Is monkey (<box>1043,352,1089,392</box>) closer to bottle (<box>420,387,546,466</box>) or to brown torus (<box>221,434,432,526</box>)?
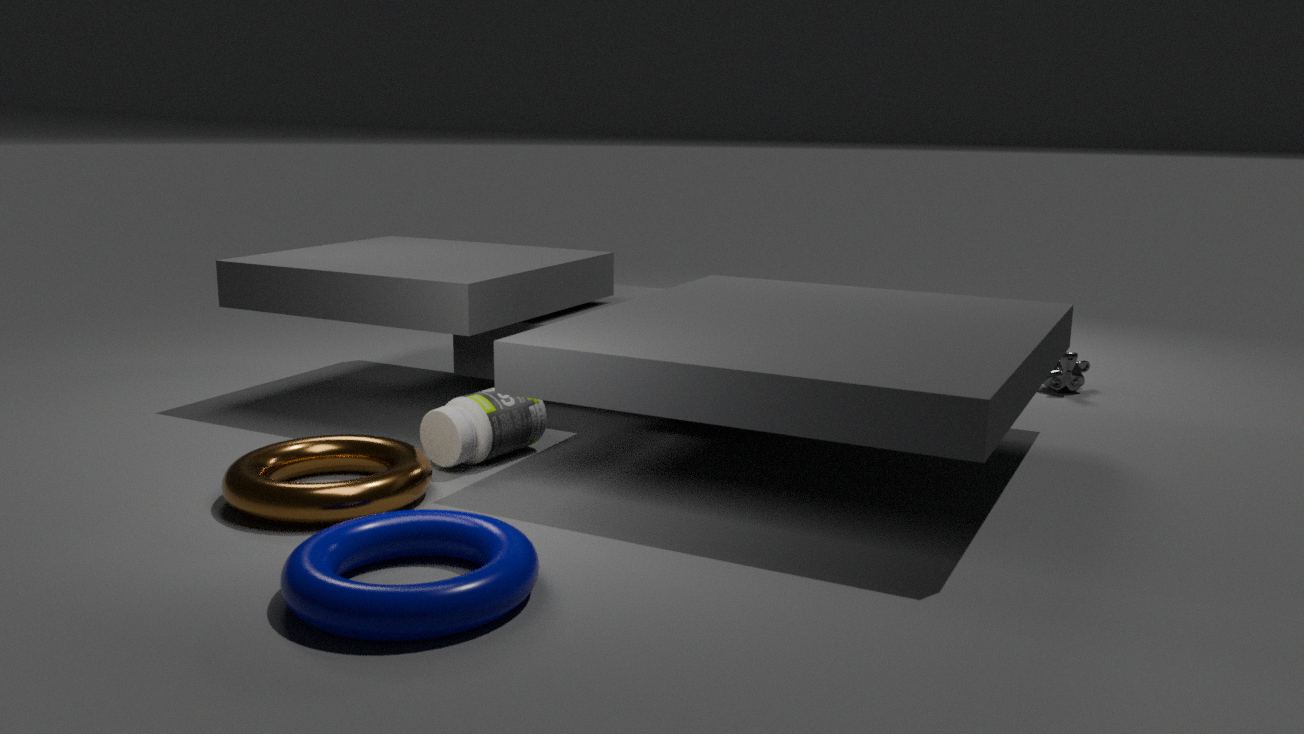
bottle (<box>420,387,546,466</box>)
